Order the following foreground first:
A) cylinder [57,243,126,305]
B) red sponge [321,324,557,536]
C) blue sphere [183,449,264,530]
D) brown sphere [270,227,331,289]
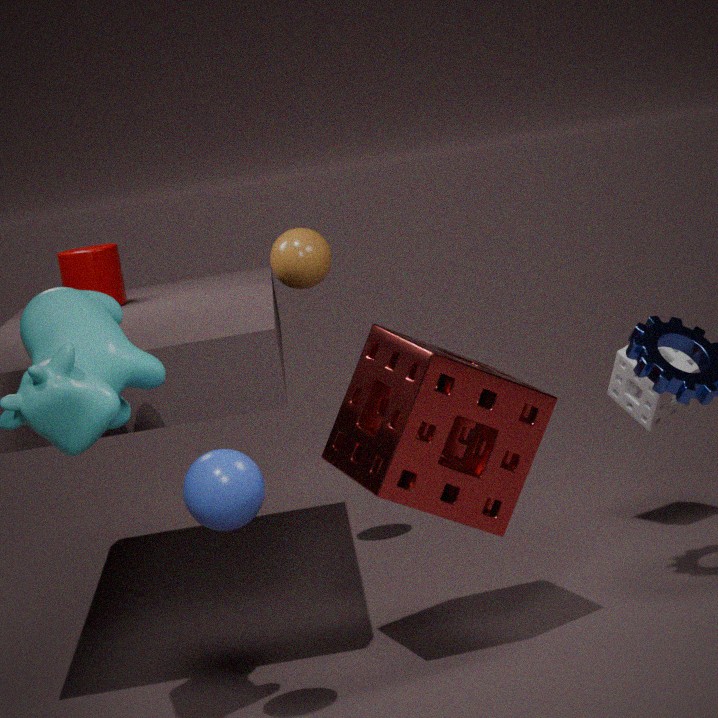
1. blue sphere [183,449,264,530]
2. red sponge [321,324,557,536]
3. brown sphere [270,227,331,289]
4. cylinder [57,243,126,305]
